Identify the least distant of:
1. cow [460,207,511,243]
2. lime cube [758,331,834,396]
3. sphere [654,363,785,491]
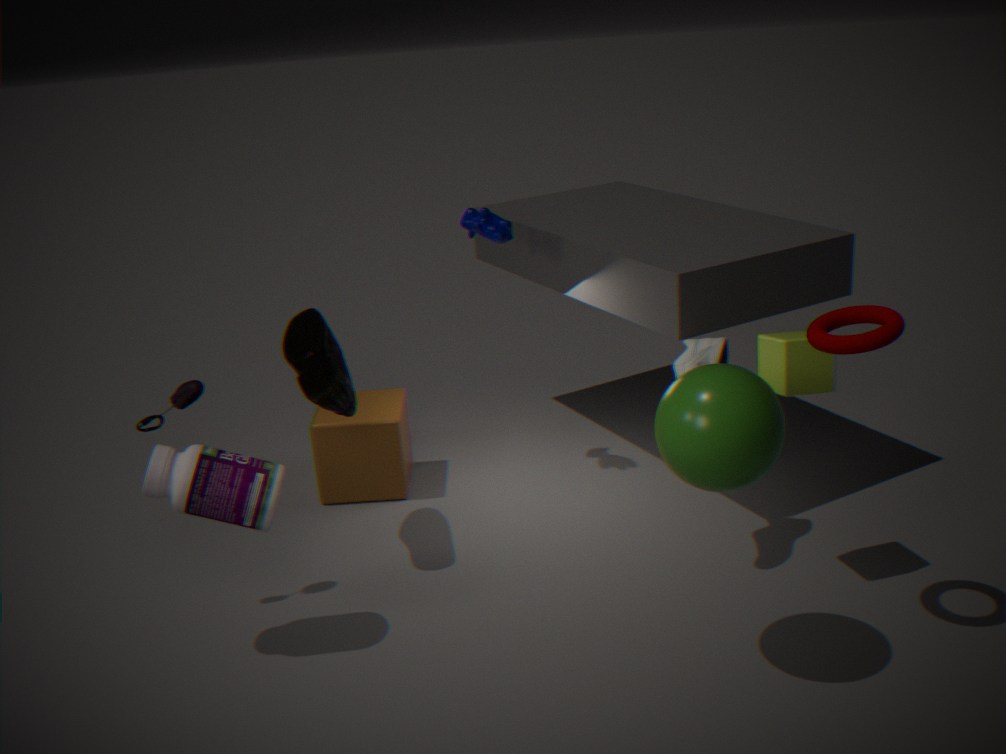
sphere [654,363,785,491]
